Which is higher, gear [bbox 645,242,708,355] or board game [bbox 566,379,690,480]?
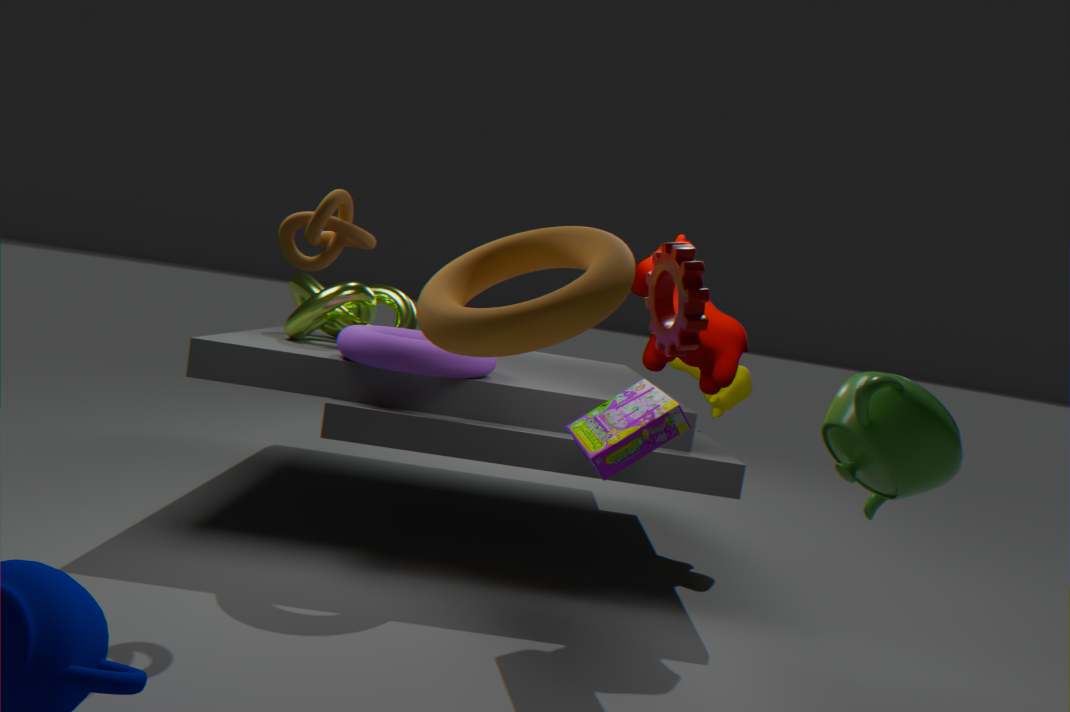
gear [bbox 645,242,708,355]
